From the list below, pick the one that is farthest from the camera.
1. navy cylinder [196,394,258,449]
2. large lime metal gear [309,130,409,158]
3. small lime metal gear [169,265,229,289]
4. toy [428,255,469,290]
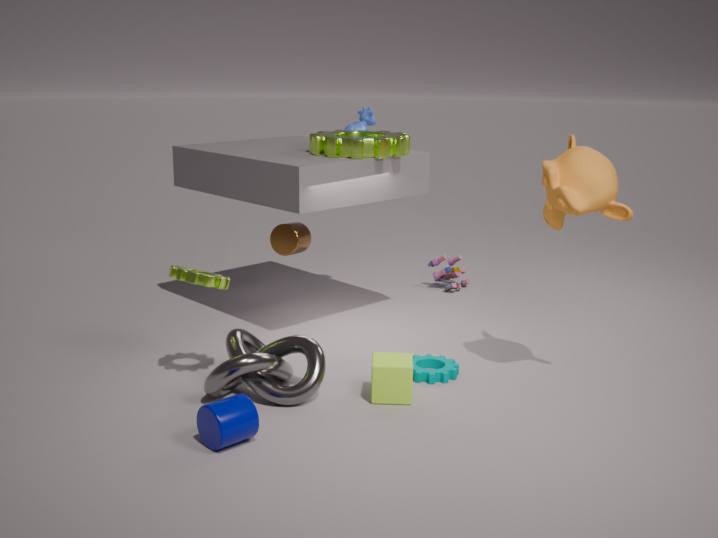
toy [428,255,469,290]
